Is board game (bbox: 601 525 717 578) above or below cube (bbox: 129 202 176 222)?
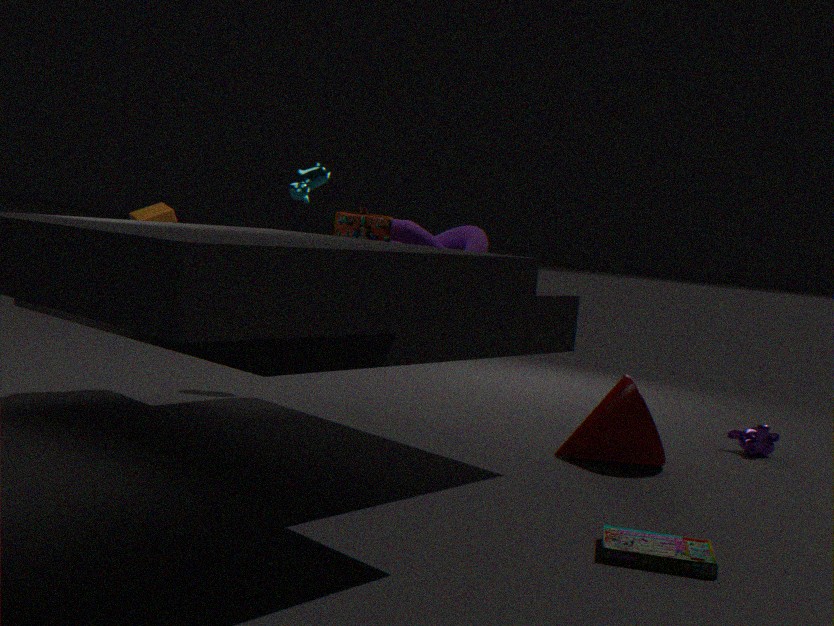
below
